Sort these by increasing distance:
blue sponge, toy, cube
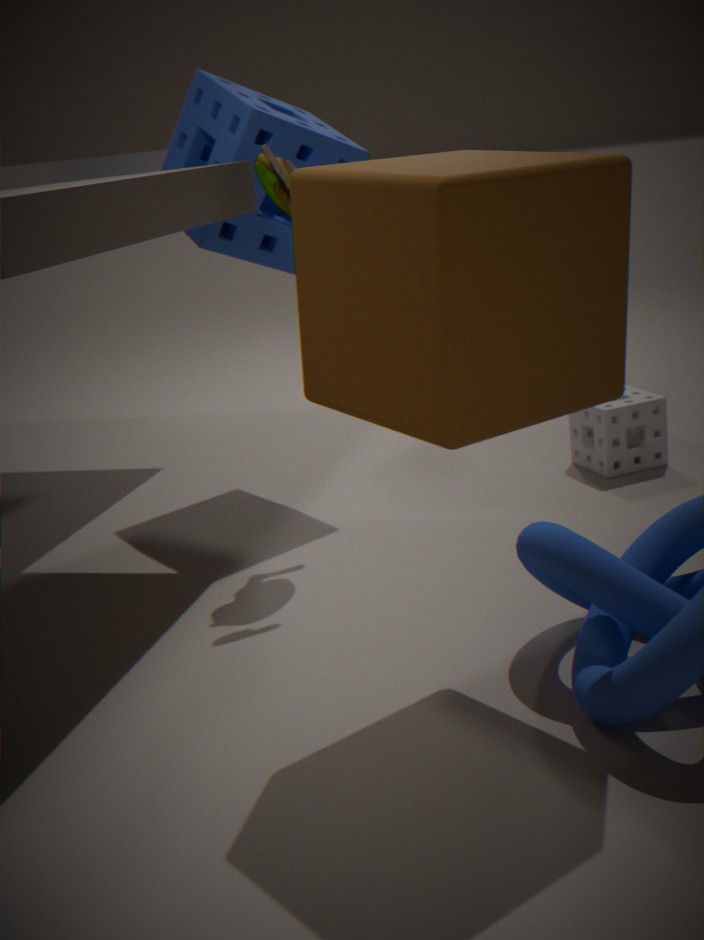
cube, toy, blue sponge
